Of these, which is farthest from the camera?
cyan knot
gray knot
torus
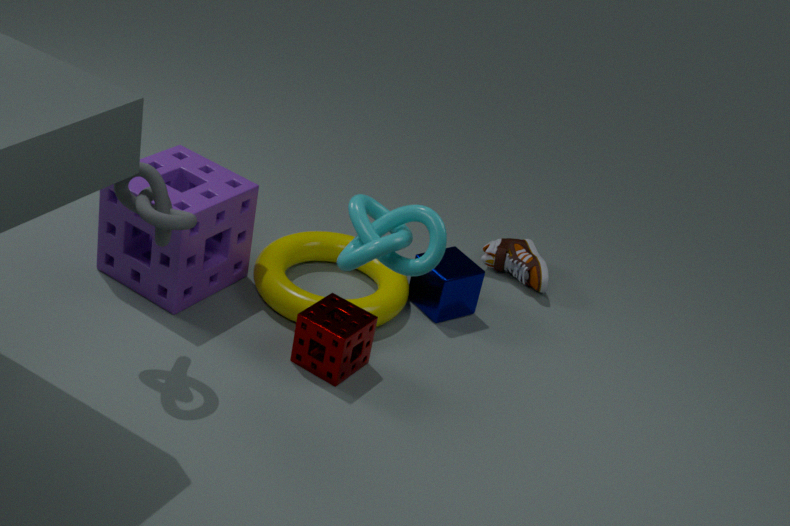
torus
